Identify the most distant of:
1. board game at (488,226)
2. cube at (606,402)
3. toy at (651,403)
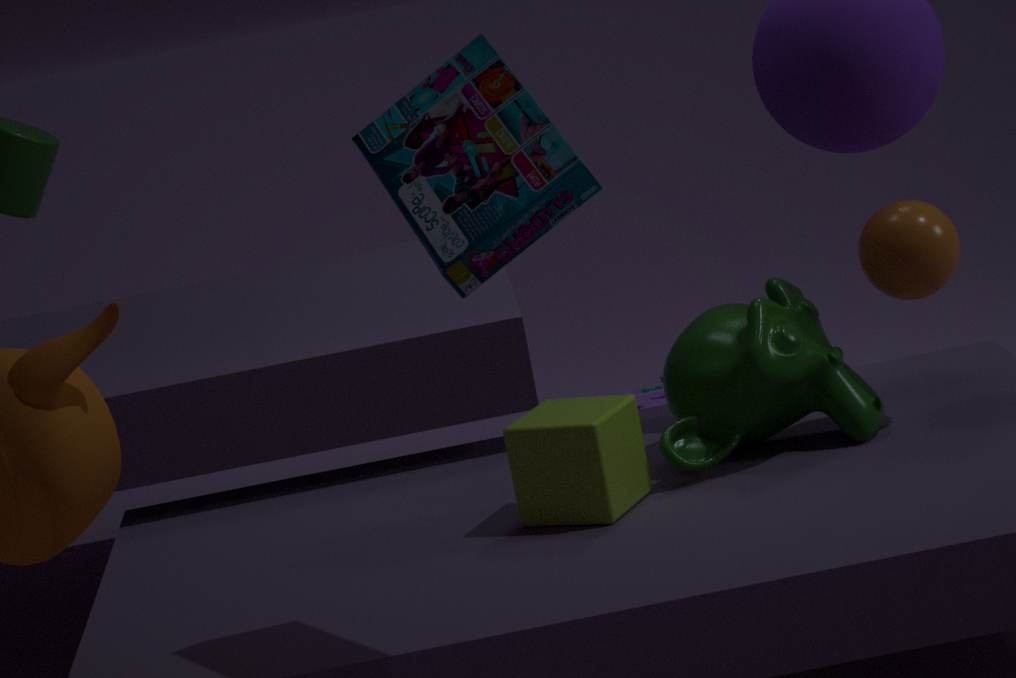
toy at (651,403)
